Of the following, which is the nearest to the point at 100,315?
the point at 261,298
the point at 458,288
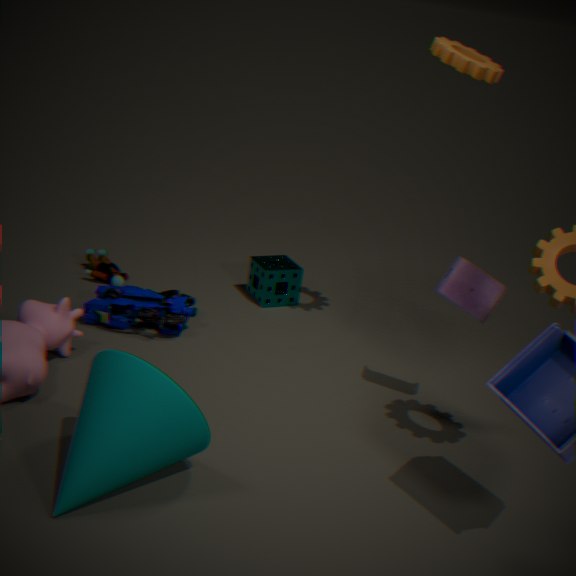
the point at 261,298
